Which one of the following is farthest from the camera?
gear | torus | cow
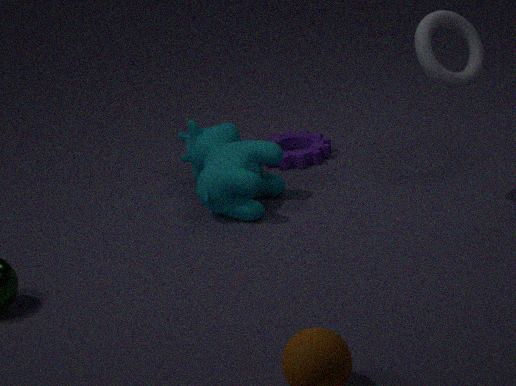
gear
